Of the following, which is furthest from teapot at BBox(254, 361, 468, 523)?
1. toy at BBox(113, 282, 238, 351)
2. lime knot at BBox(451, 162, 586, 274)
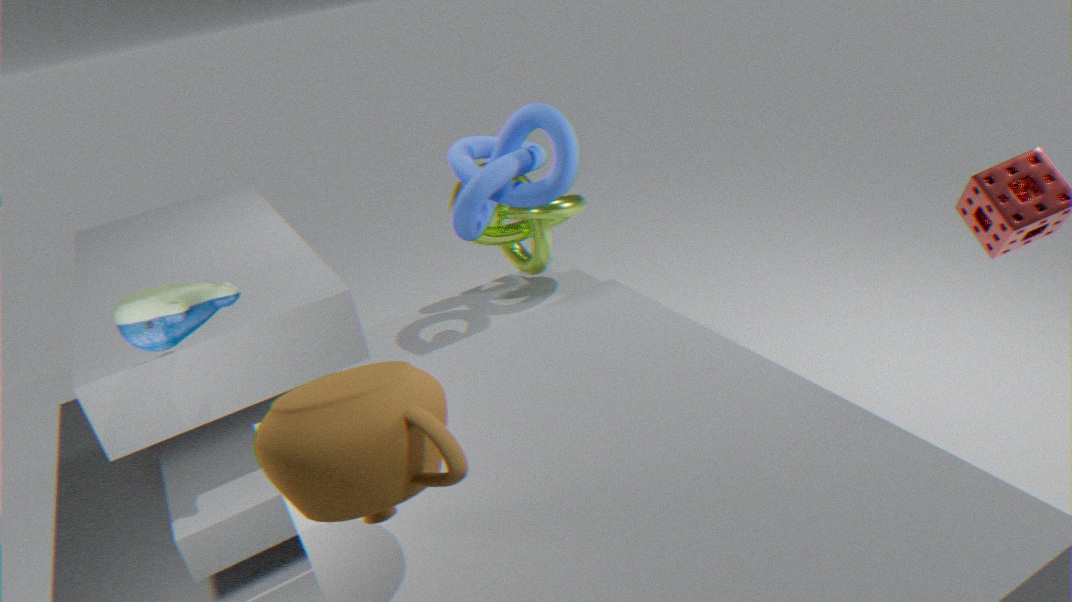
lime knot at BBox(451, 162, 586, 274)
